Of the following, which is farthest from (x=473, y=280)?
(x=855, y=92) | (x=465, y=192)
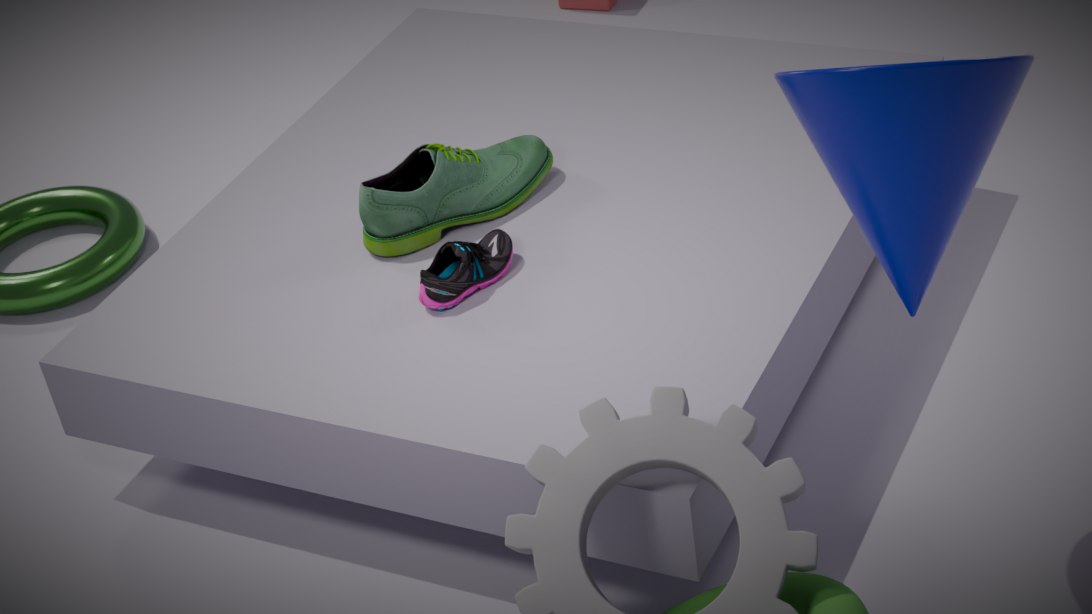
(x=855, y=92)
